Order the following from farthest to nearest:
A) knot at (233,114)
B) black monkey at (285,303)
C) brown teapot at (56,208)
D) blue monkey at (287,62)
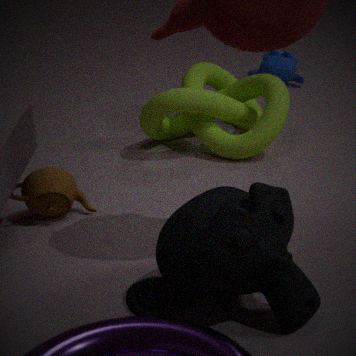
blue monkey at (287,62) → knot at (233,114) → brown teapot at (56,208) → black monkey at (285,303)
